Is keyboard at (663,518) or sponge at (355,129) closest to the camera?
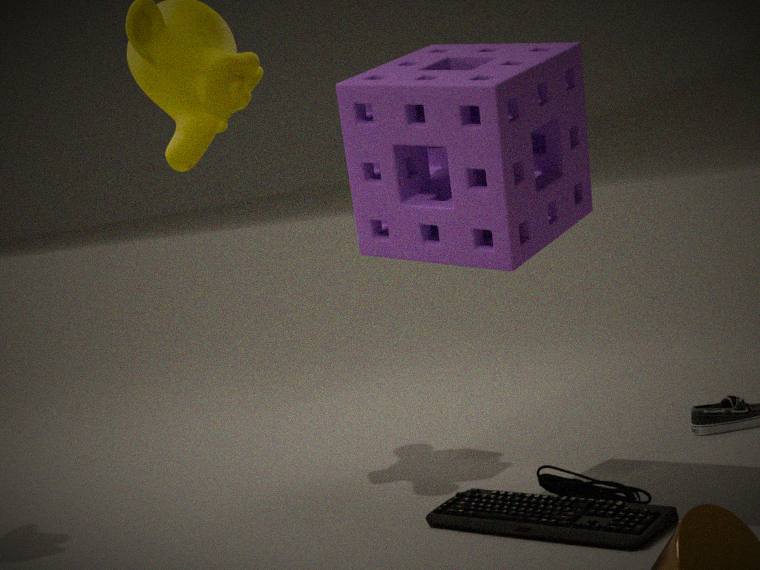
keyboard at (663,518)
